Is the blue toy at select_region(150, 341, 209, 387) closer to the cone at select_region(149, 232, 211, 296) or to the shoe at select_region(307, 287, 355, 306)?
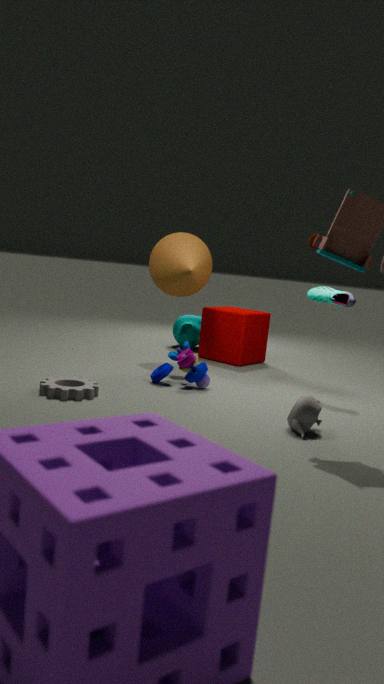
the cone at select_region(149, 232, 211, 296)
